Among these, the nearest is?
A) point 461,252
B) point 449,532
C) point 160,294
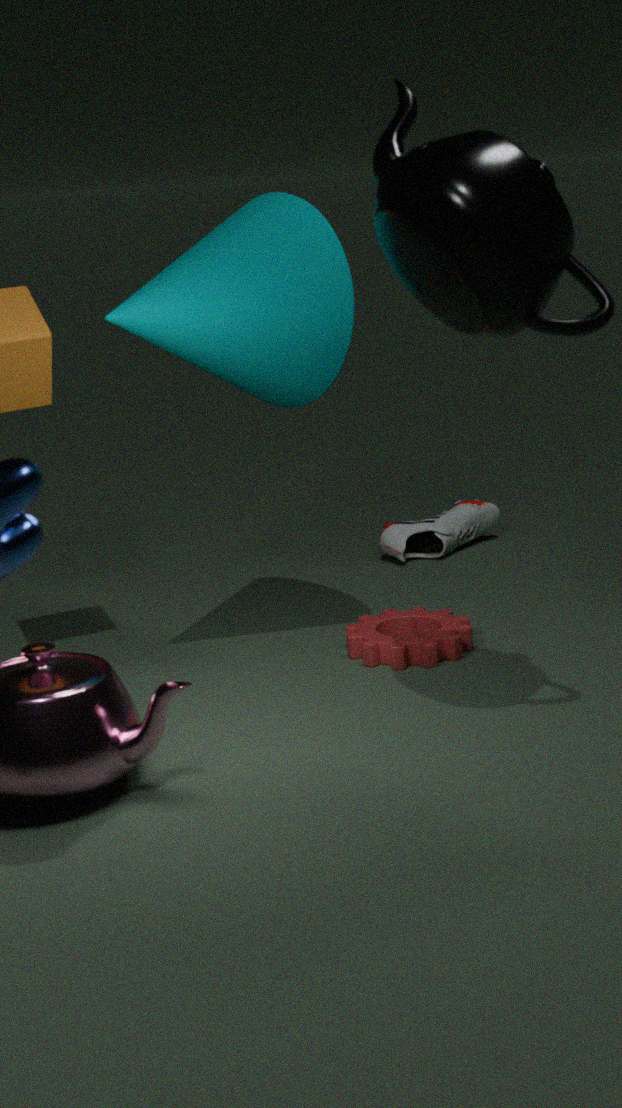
A. point 461,252
